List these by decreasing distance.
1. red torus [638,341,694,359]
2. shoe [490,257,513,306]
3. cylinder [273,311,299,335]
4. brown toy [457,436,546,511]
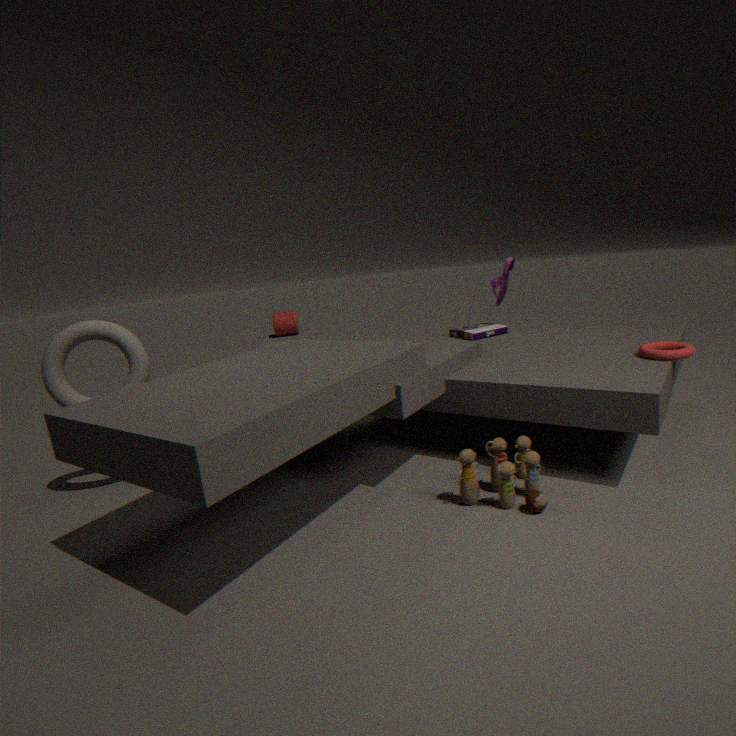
cylinder [273,311,299,335] → shoe [490,257,513,306] → red torus [638,341,694,359] → brown toy [457,436,546,511]
